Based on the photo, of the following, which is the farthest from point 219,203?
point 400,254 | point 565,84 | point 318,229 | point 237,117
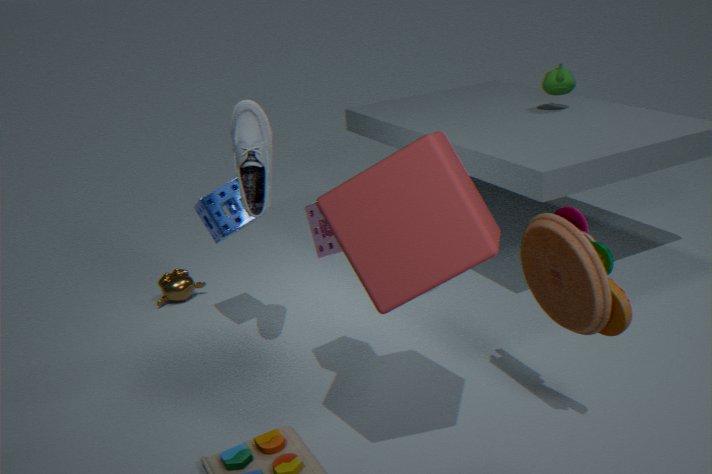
point 565,84
